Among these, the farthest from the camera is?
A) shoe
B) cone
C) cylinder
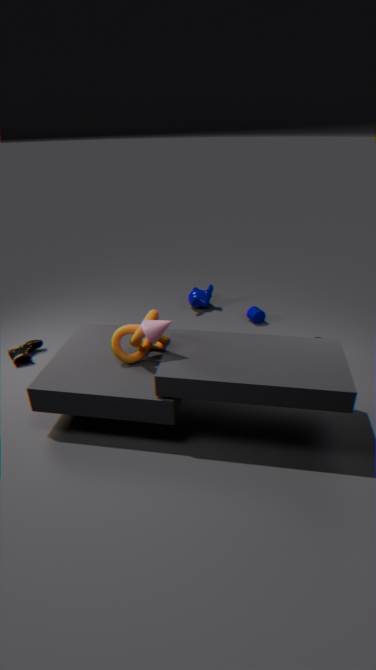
cylinder
